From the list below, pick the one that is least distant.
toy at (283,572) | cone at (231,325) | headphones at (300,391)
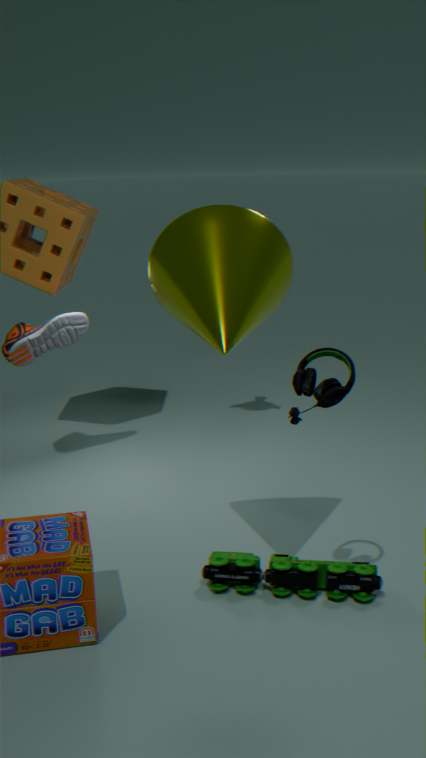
cone at (231,325)
